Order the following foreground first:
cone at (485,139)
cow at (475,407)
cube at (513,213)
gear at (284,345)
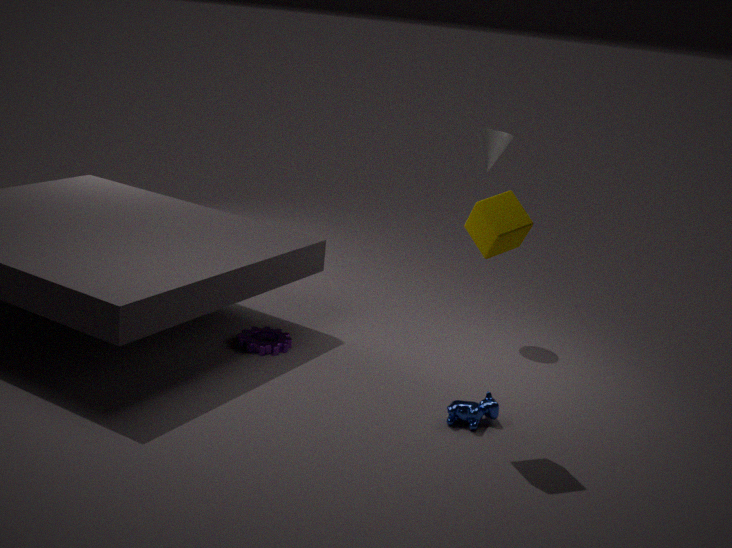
cube at (513,213), cow at (475,407), gear at (284,345), cone at (485,139)
